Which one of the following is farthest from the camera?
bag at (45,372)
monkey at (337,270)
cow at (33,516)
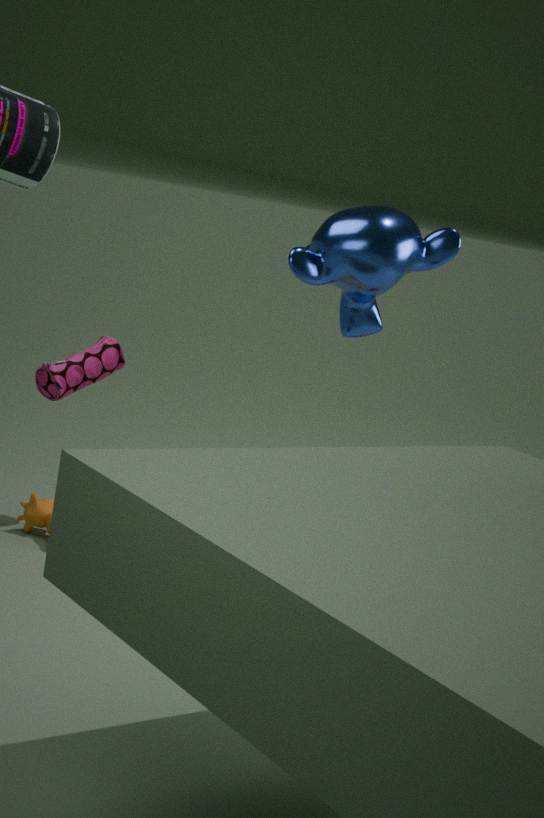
cow at (33,516)
